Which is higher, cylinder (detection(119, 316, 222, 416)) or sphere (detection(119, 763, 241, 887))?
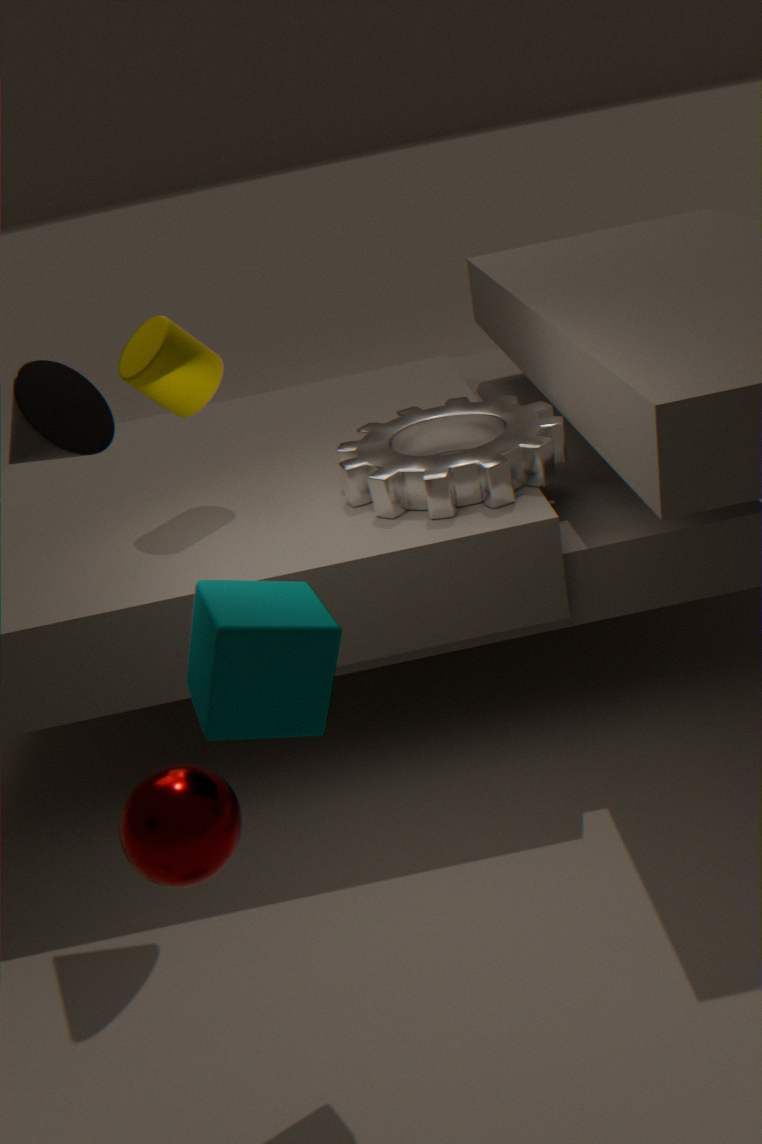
cylinder (detection(119, 316, 222, 416))
